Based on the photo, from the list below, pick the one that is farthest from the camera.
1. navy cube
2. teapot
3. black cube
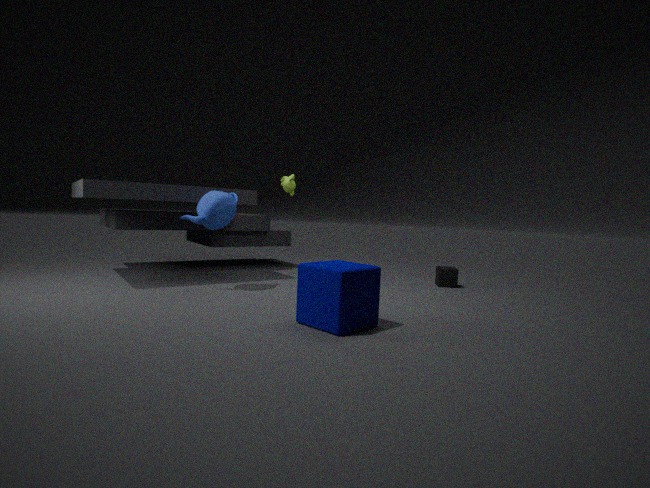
black cube
